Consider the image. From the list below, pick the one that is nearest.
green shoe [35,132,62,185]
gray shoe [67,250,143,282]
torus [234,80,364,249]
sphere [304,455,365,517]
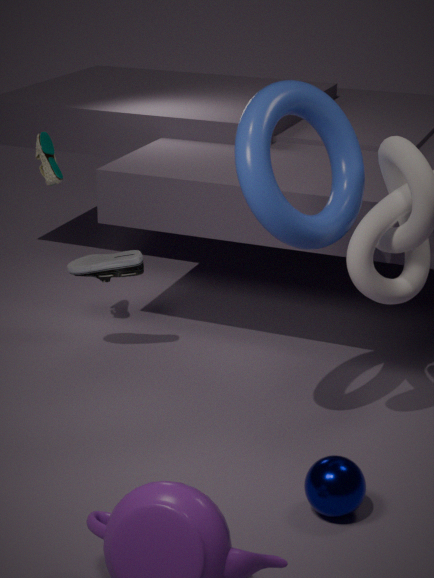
sphere [304,455,365,517]
